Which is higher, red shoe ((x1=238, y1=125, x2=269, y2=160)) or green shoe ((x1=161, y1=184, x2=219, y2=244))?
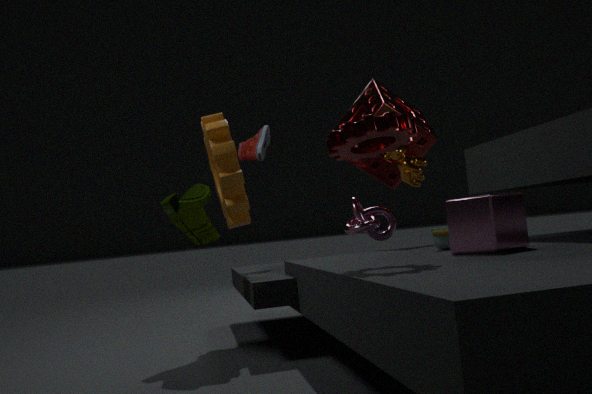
red shoe ((x1=238, y1=125, x2=269, y2=160))
